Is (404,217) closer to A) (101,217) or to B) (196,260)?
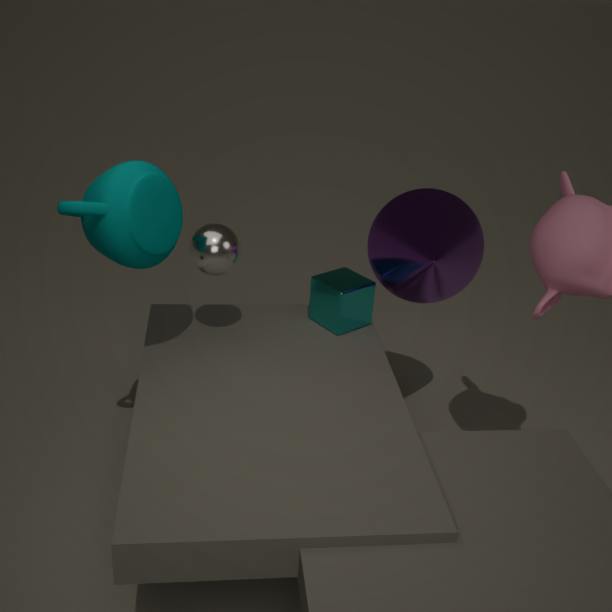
B) (196,260)
